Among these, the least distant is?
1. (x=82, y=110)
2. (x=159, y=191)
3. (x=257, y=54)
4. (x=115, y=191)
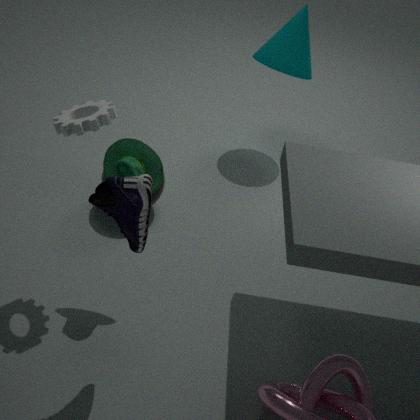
(x=115, y=191)
